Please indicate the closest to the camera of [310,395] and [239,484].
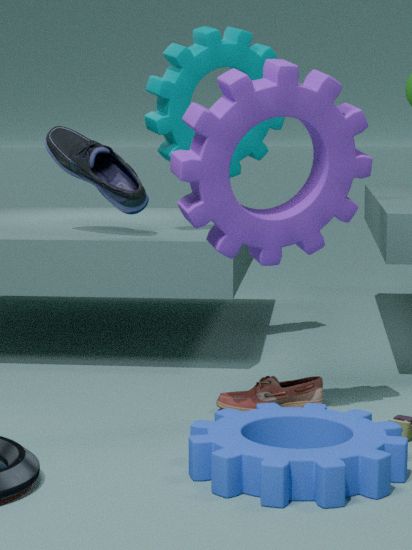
[239,484]
